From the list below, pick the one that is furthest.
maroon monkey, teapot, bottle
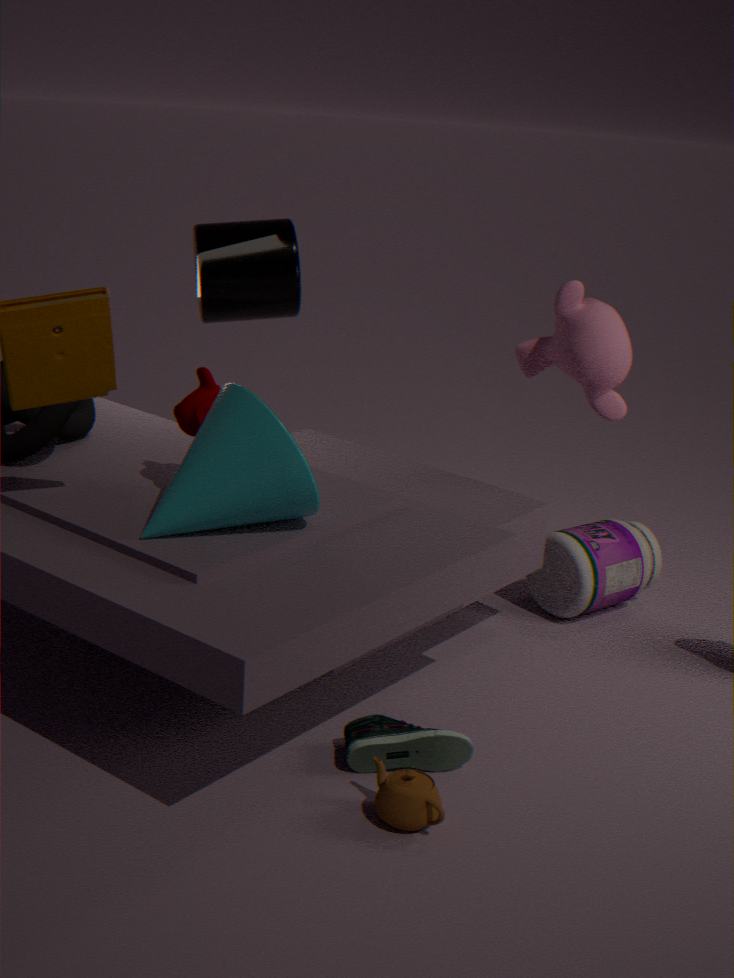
bottle
